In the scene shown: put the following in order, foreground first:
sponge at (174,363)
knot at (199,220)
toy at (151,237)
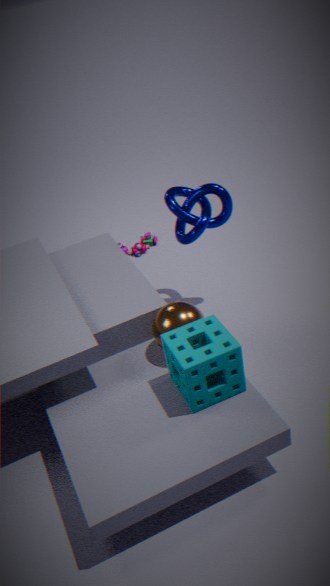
sponge at (174,363) < knot at (199,220) < toy at (151,237)
